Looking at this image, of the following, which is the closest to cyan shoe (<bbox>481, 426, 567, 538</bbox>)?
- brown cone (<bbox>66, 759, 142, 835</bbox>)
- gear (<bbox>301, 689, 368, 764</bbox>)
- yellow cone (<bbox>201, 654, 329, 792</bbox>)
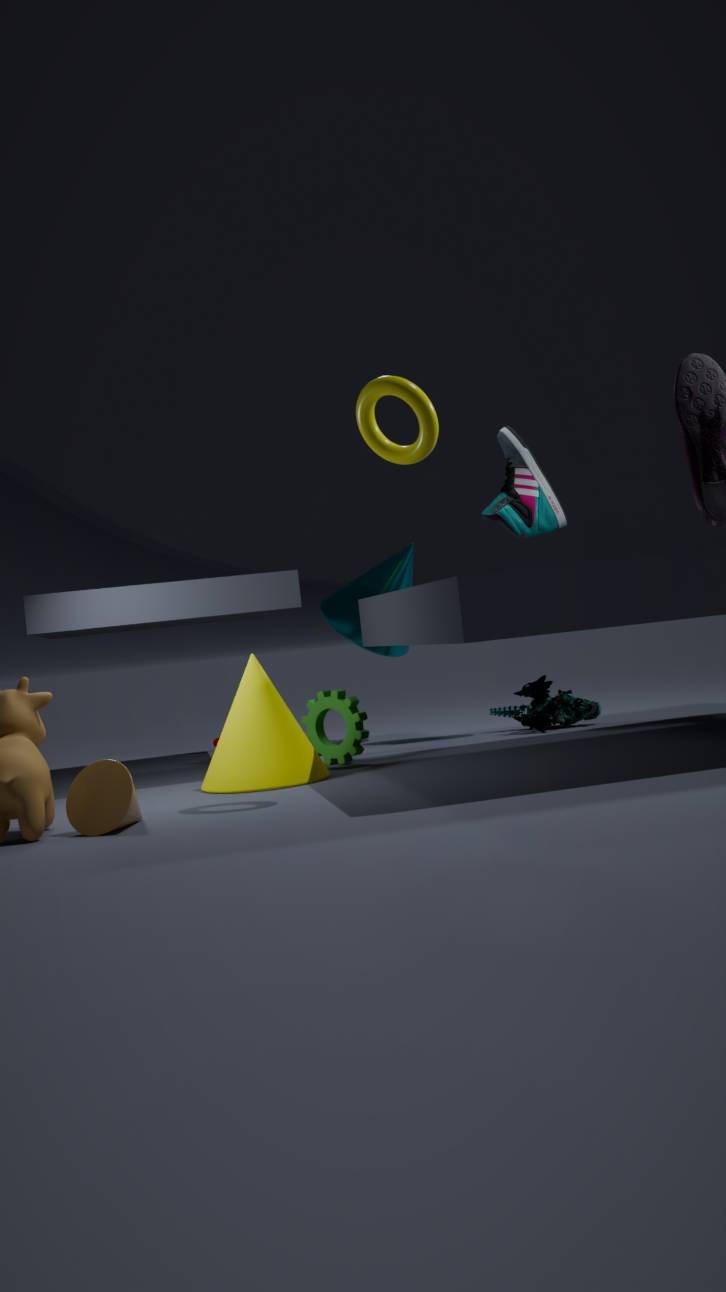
gear (<bbox>301, 689, 368, 764</bbox>)
